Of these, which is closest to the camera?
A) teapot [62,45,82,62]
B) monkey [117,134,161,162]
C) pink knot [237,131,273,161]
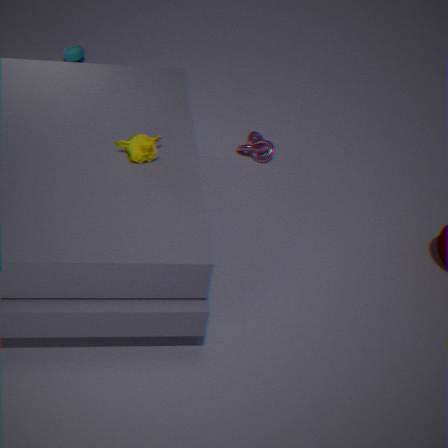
monkey [117,134,161,162]
